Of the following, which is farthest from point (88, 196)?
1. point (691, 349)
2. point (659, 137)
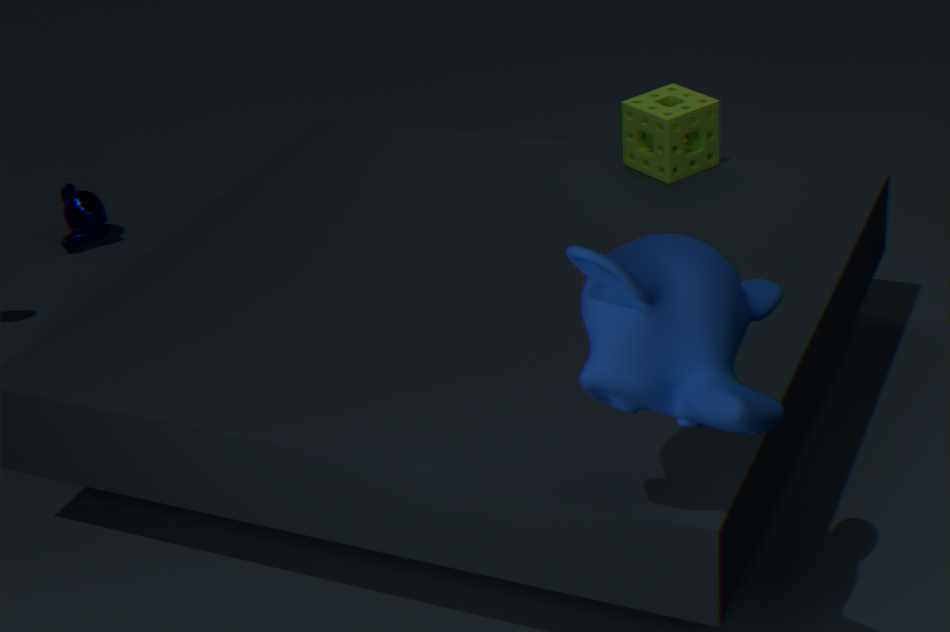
point (691, 349)
